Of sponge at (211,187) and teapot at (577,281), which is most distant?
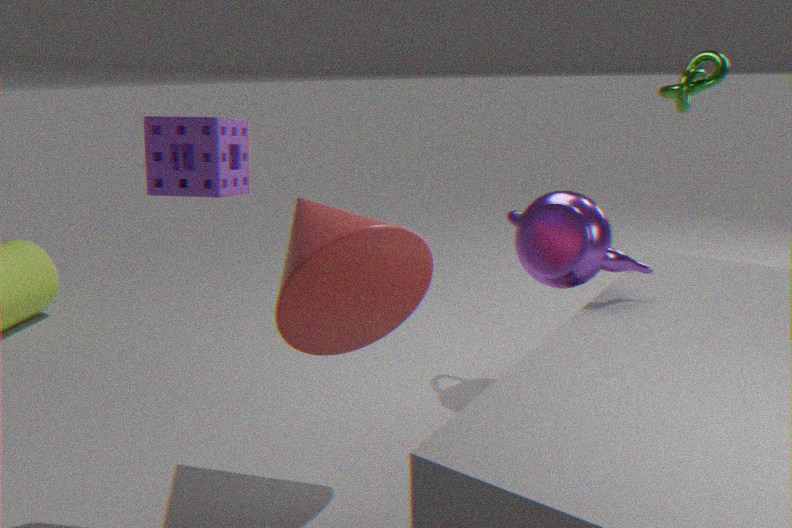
teapot at (577,281)
